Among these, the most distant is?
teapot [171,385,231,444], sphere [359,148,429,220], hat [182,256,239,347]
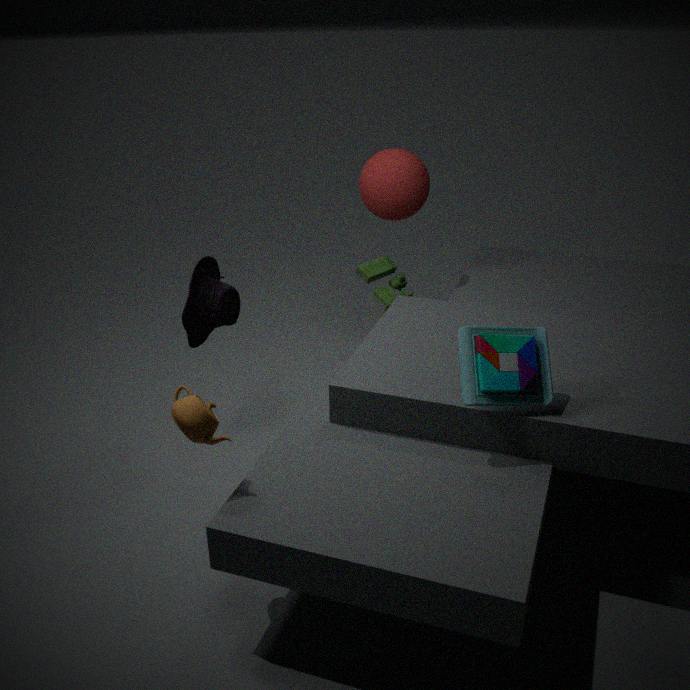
sphere [359,148,429,220]
